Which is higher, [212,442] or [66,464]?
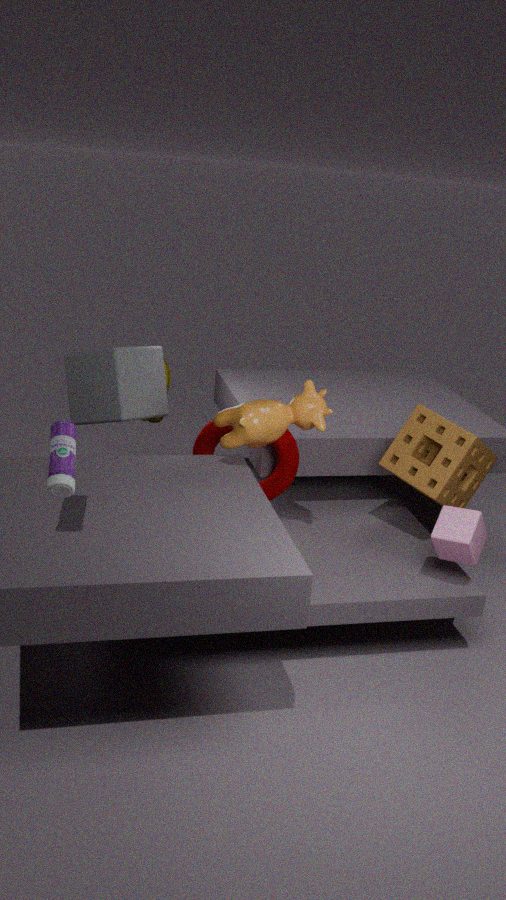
[66,464]
